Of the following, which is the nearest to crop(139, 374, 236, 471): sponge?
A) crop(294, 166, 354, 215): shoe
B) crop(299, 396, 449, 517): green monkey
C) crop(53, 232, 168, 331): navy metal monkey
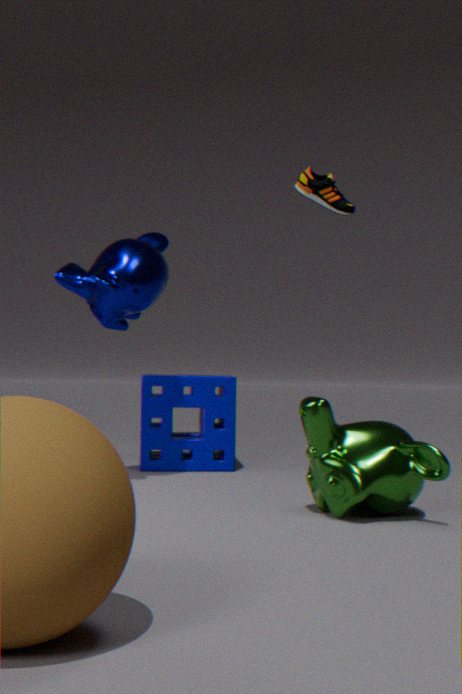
crop(53, 232, 168, 331): navy metal monkey
